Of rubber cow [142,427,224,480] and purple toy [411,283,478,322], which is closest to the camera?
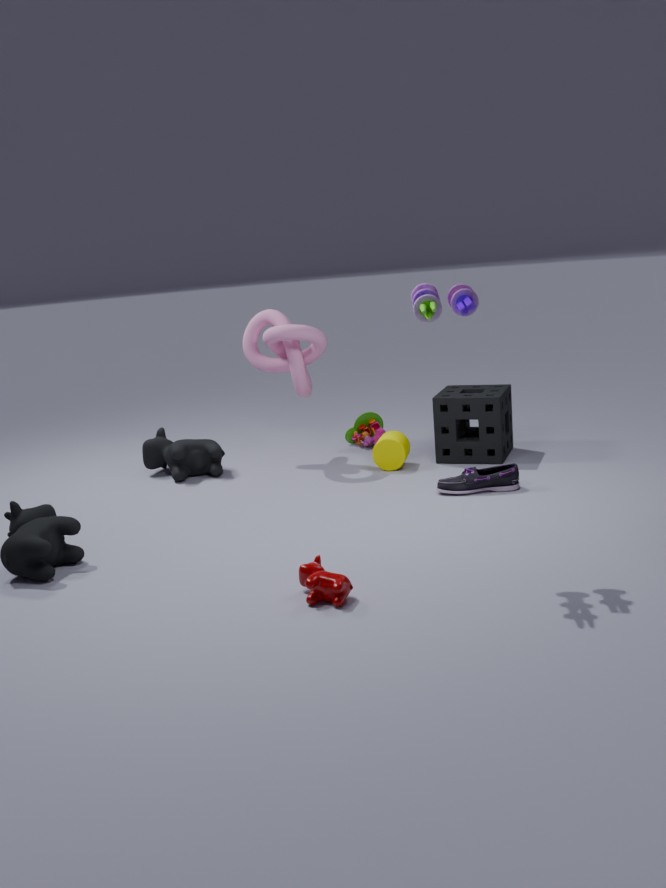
purple toy [411,283,478,322]
